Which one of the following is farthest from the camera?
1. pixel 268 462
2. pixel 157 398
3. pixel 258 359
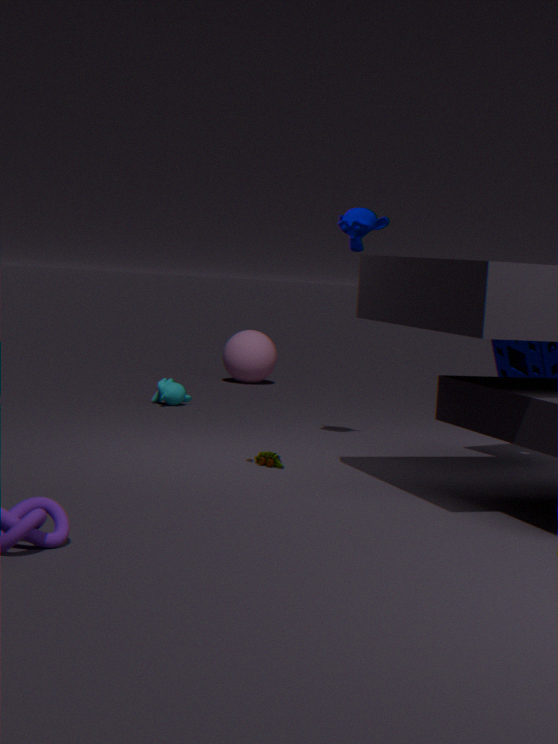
pixel 258 359
